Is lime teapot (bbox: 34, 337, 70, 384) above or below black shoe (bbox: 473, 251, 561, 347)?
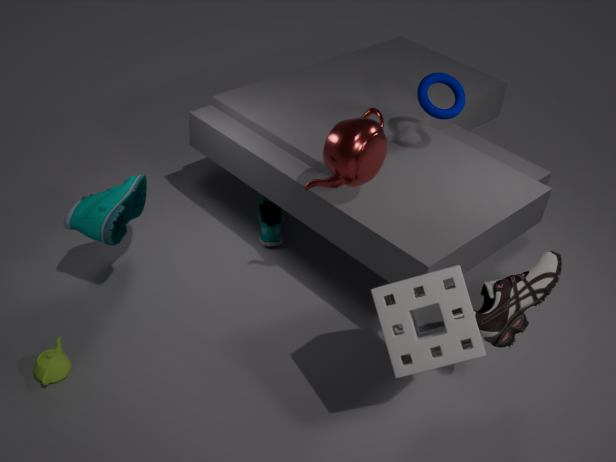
below
